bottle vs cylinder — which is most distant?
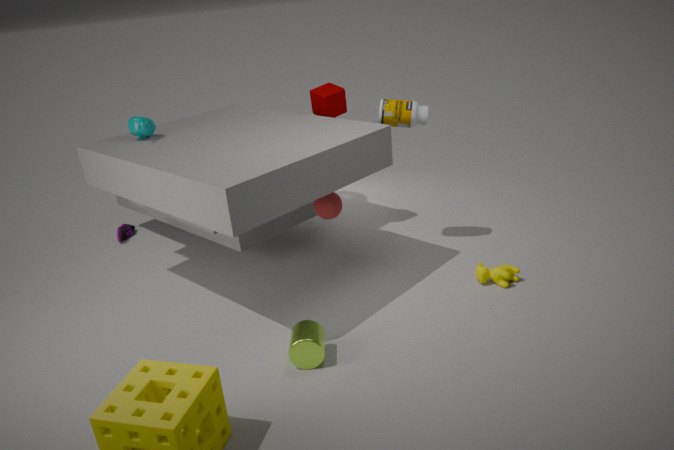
bottle
